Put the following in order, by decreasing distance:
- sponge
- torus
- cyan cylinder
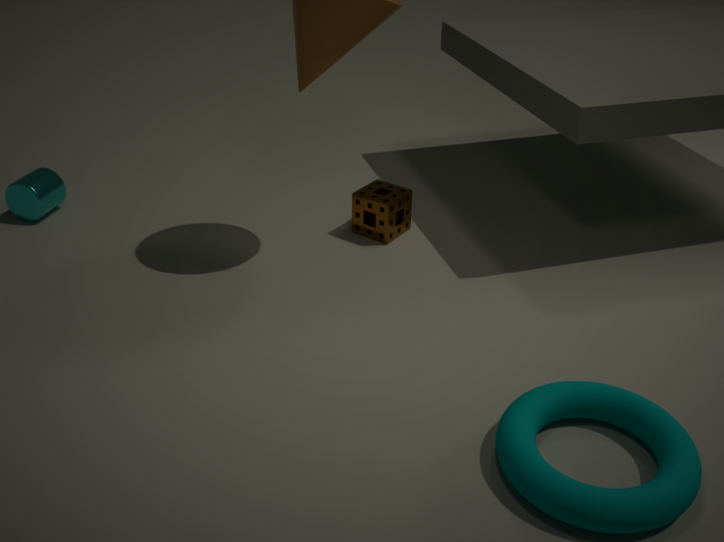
1. cyan cylinder
2. sponge
3. torus
